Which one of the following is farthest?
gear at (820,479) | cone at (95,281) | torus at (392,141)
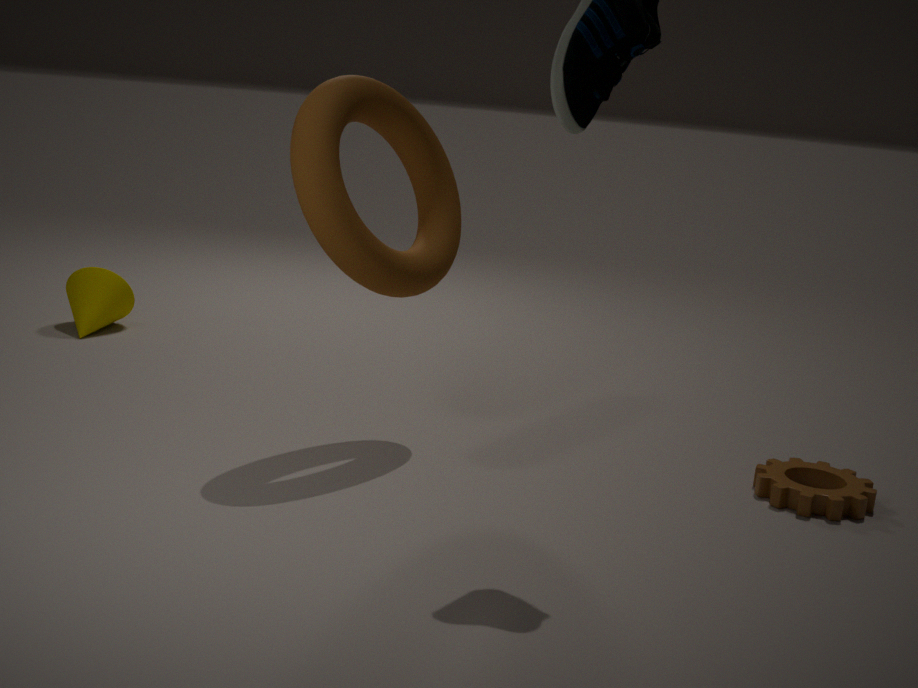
cone at (95,281)
